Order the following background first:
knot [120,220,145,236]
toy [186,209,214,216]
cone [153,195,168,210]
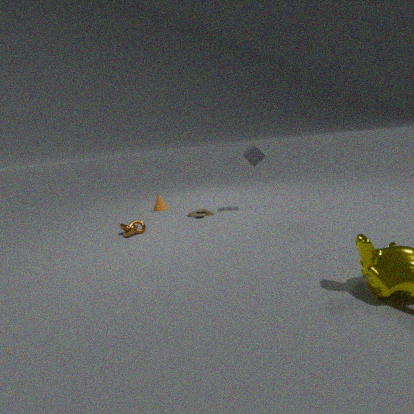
cone [153,195,168,210]
toy [186,209,214,216]
knot [120,220,145,236]
